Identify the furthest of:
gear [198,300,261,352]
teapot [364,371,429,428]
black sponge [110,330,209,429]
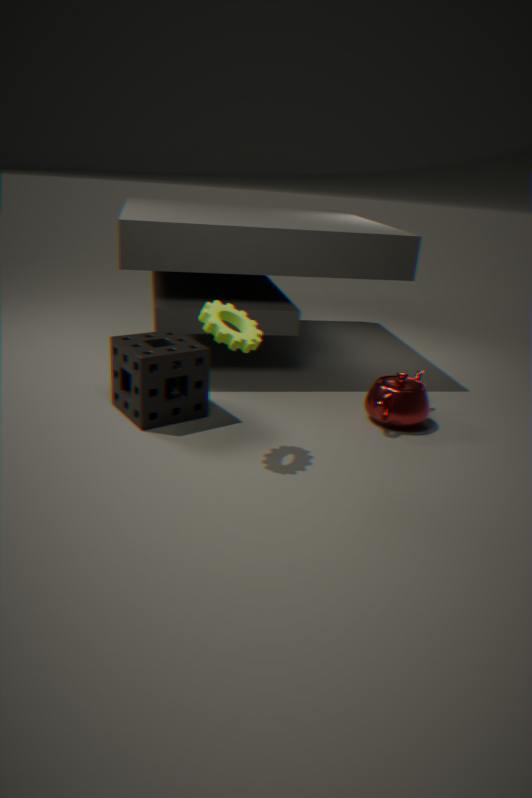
teapot [364,371,429,428]
